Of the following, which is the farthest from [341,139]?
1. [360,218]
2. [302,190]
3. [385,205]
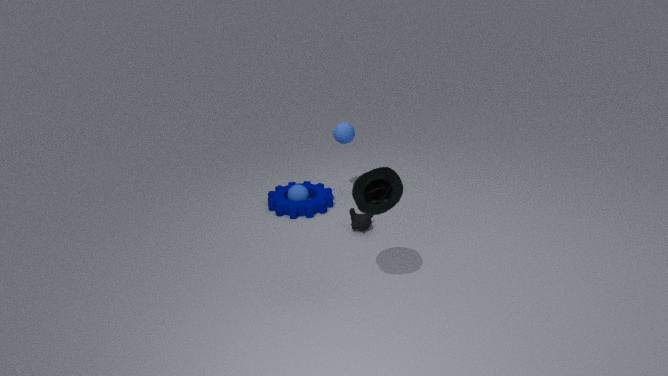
[385,205]
